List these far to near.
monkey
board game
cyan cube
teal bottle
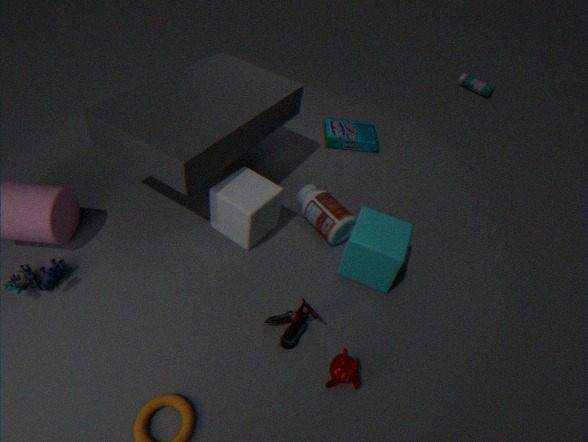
teal bottle, board game, cyan cube, monkey
